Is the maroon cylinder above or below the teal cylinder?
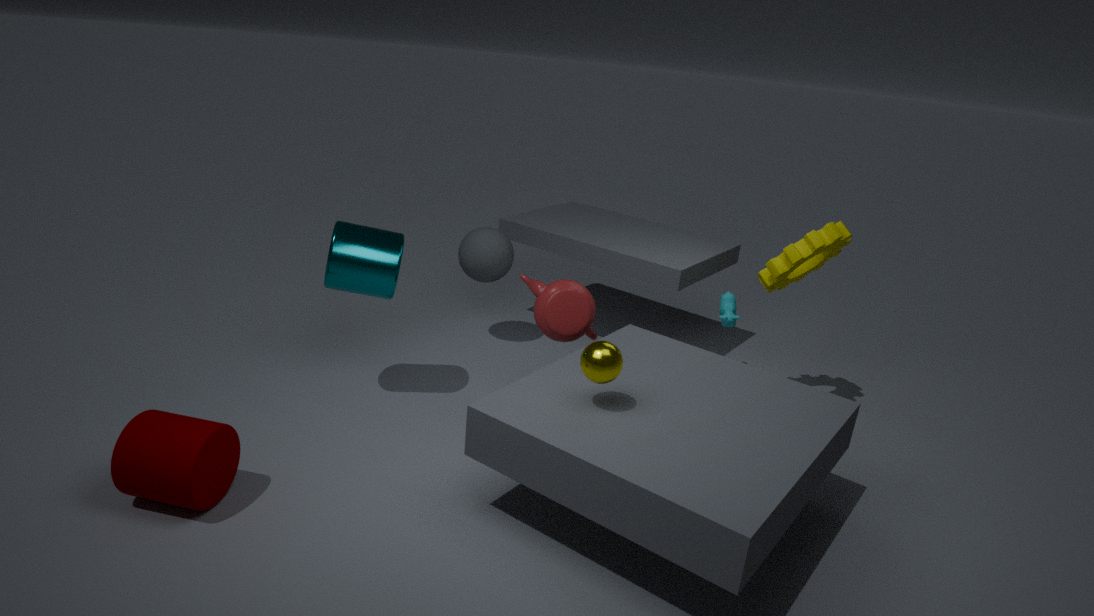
below
